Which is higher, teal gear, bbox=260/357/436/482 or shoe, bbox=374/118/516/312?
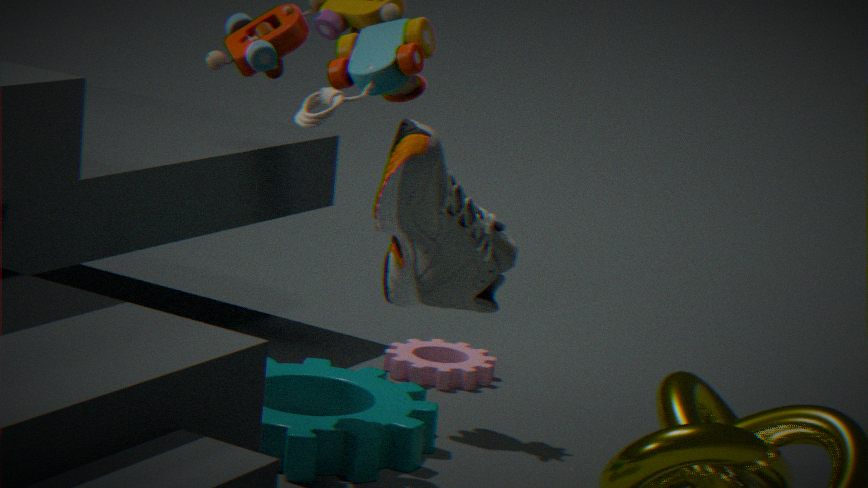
shoe, bbox=374/118/516/312
